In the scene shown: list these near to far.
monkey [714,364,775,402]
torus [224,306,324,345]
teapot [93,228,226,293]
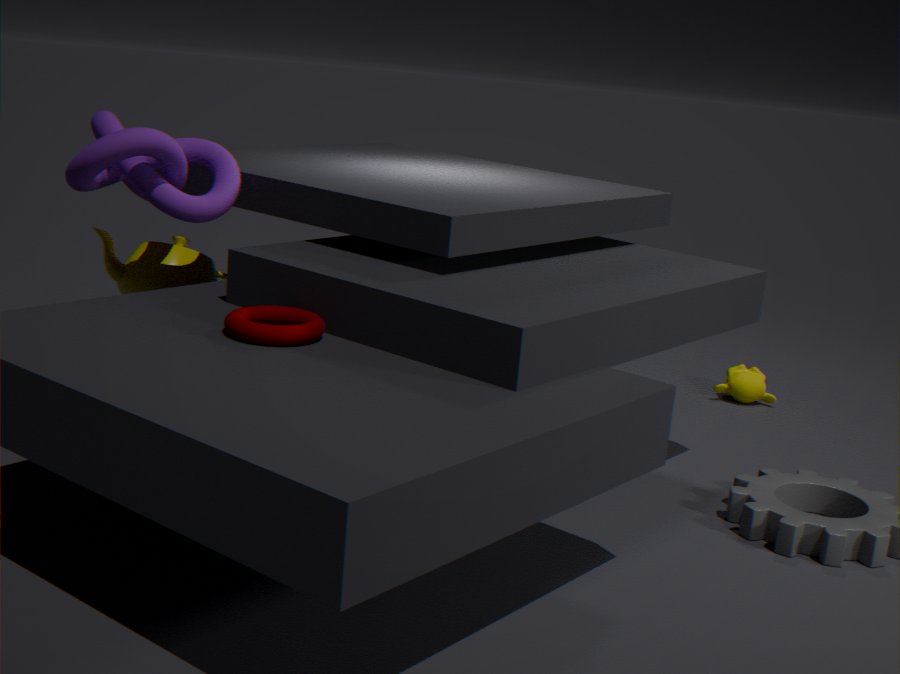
torus [224,306,324,345], teapot [93,228,226,293], monkey [714,364,775,402]
